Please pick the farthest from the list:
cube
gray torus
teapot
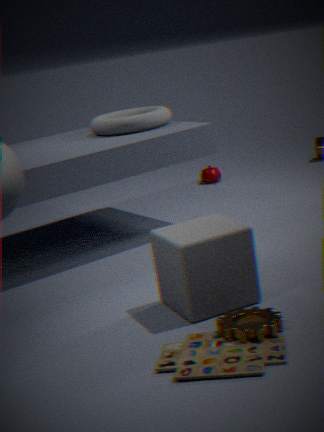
teapot
